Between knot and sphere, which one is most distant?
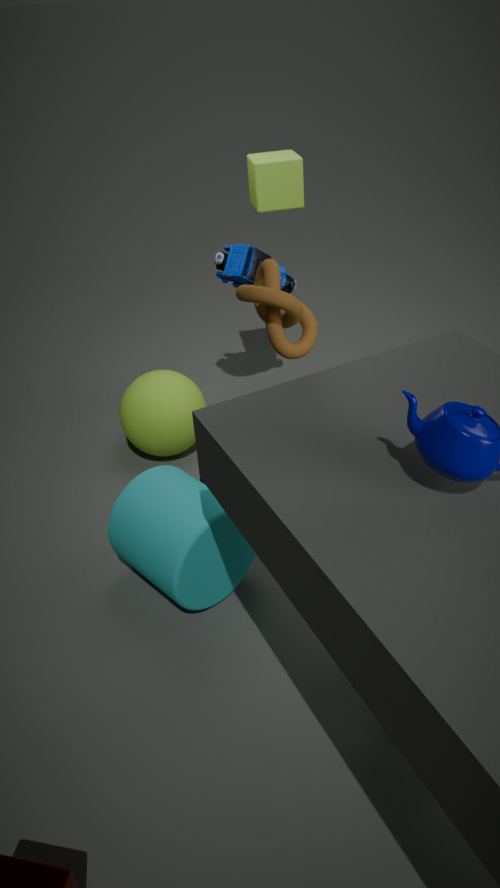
sphere
